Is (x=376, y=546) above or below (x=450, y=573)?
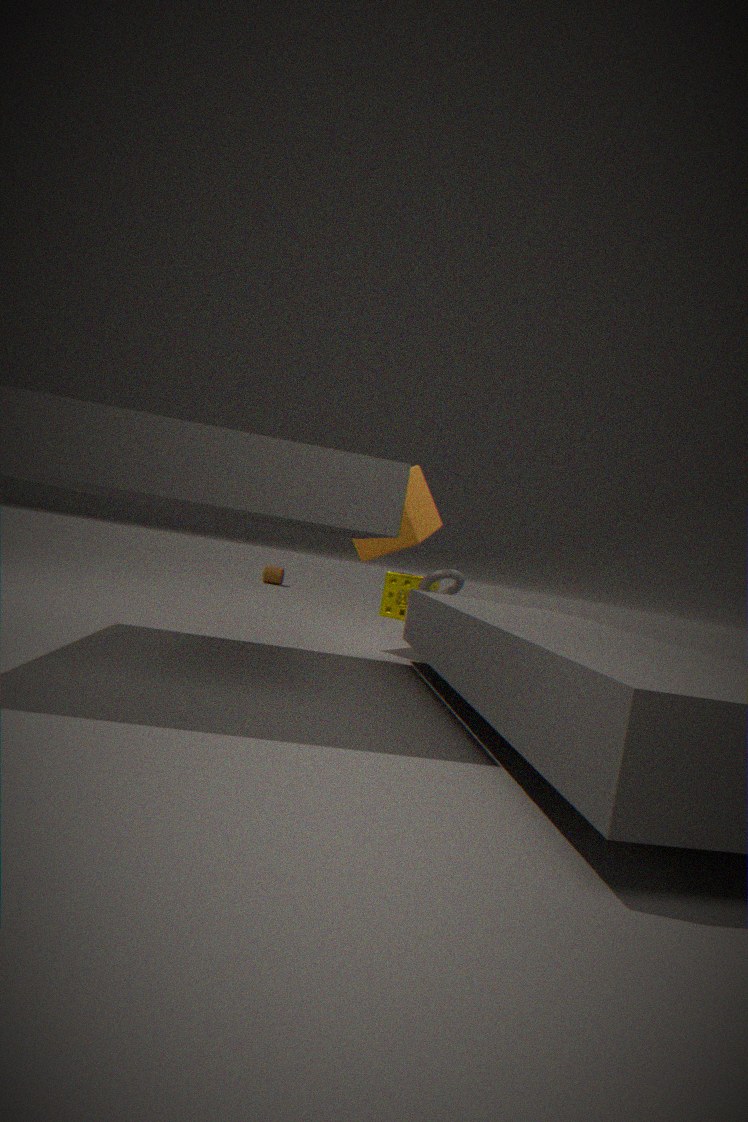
above
